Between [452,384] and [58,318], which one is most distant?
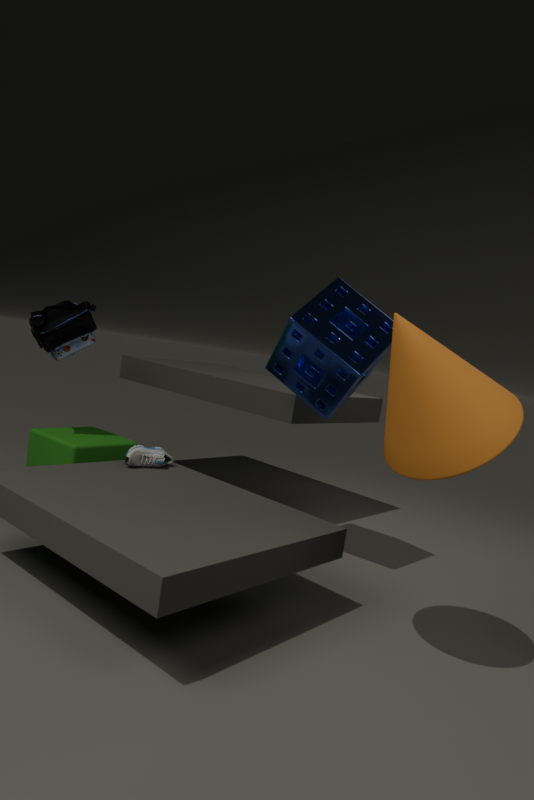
[58,318]
